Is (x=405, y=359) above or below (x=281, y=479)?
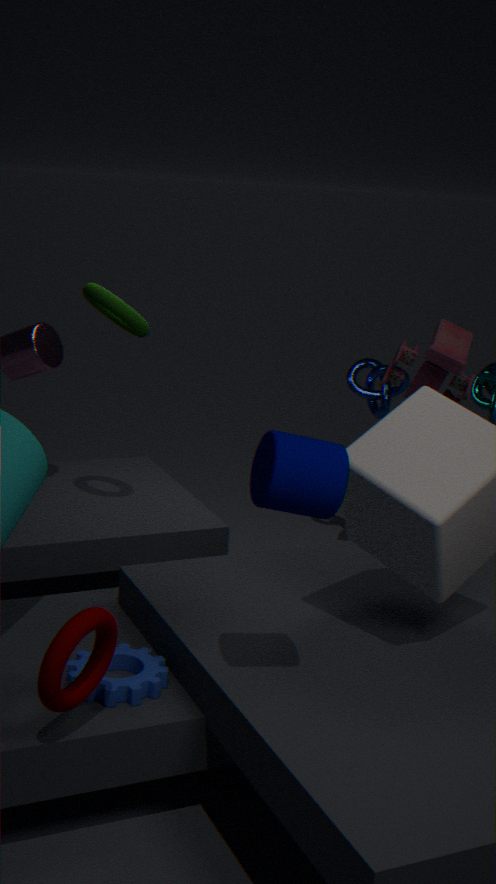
below
